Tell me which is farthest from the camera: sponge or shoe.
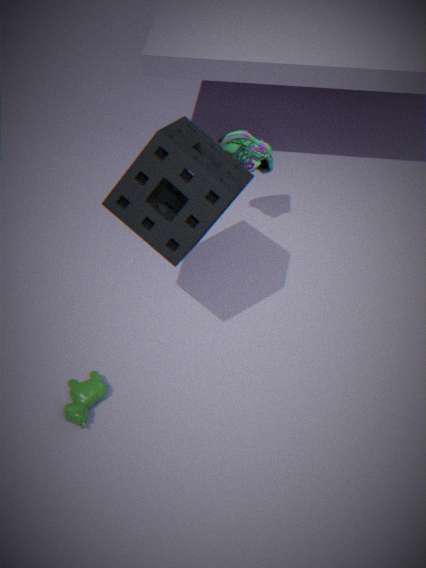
shoe
